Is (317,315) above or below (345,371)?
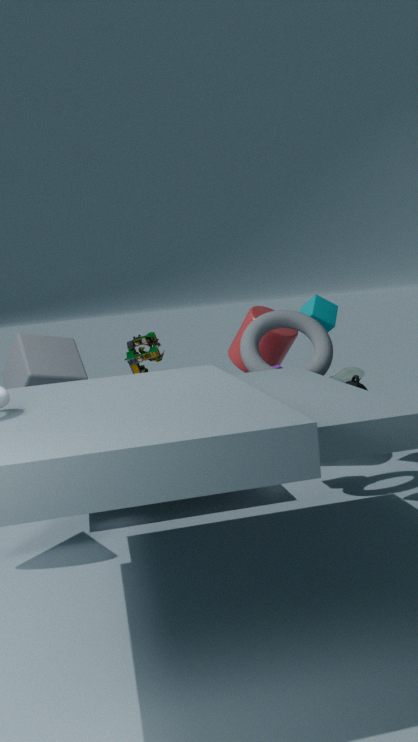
above
